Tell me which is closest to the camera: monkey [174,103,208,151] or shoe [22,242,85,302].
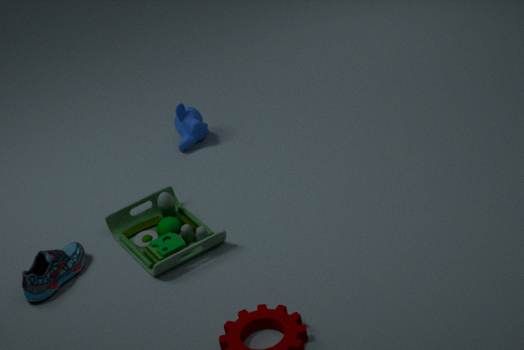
shoe [22,242,85,302]
